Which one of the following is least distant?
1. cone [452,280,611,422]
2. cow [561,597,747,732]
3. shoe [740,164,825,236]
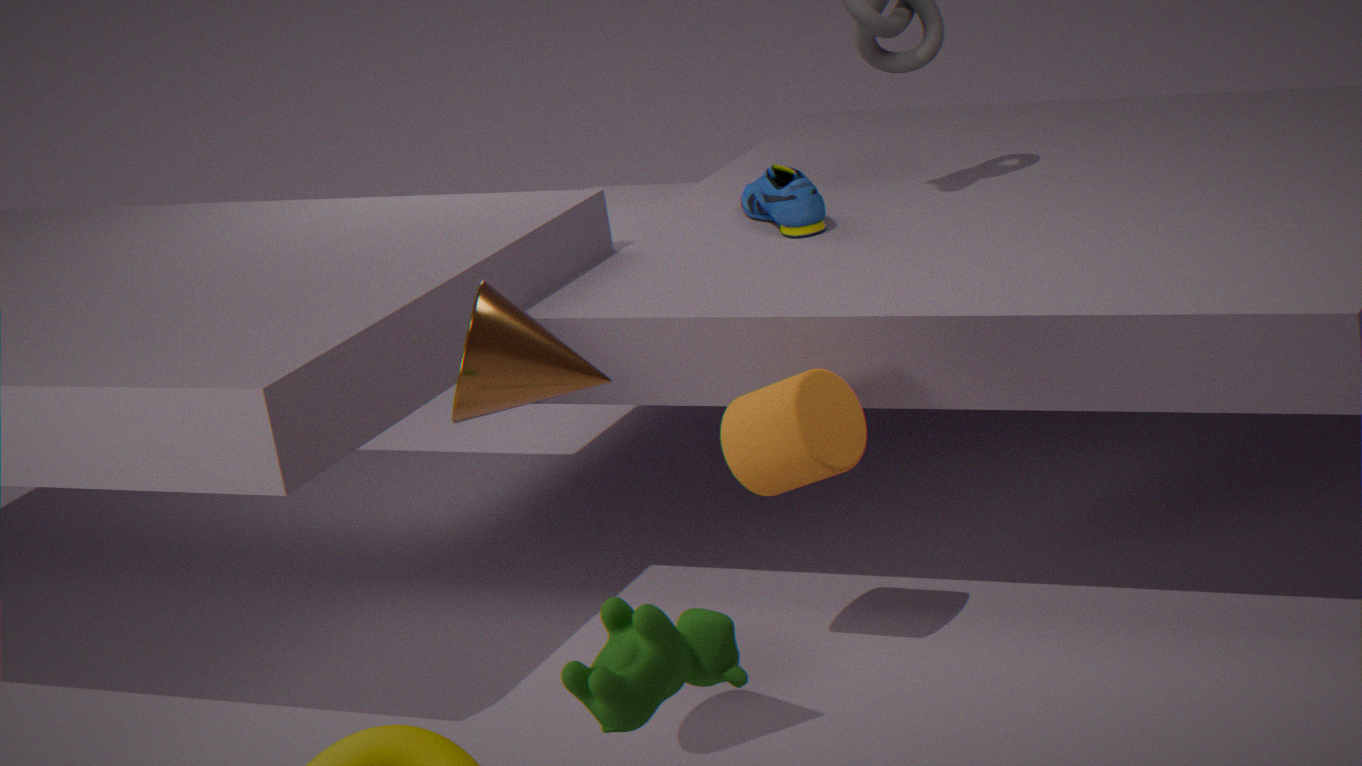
cow [561,597,747,732]
